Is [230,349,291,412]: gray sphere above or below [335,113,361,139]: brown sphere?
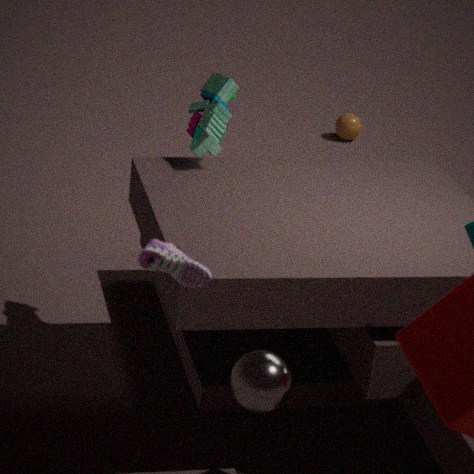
above
